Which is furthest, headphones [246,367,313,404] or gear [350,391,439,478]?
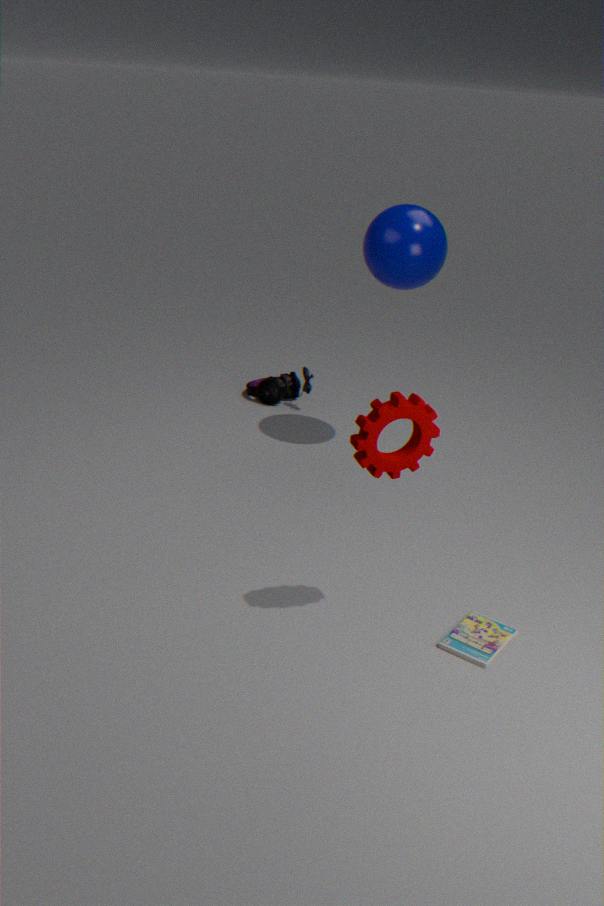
headphones [246,367,313,404]
